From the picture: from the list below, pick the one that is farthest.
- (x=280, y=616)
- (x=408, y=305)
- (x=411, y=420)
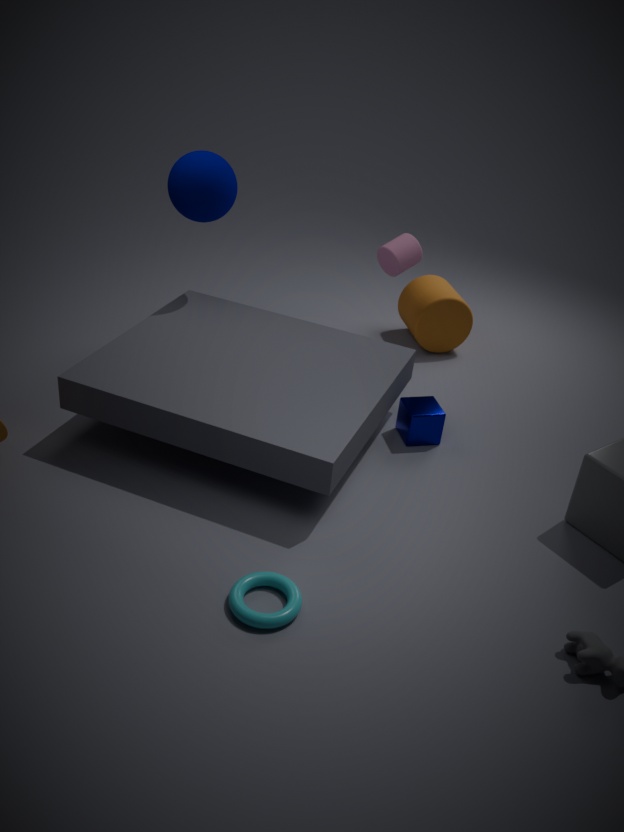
(x=408, y=305)
